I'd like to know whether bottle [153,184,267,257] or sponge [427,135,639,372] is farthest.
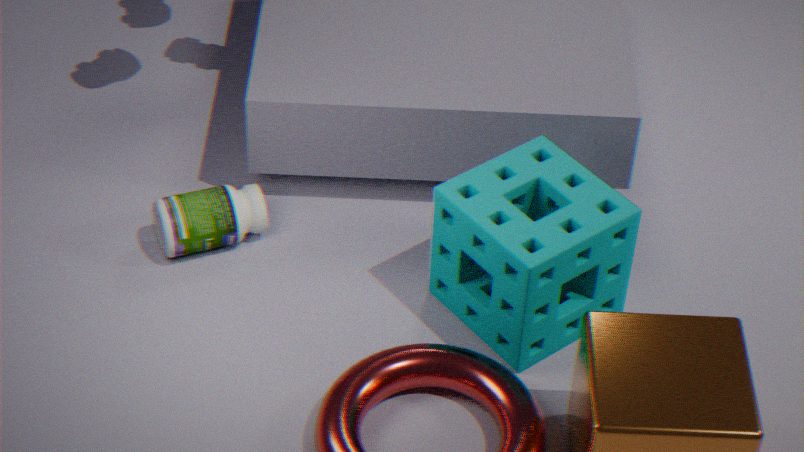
bottle [153,184,267,257]
